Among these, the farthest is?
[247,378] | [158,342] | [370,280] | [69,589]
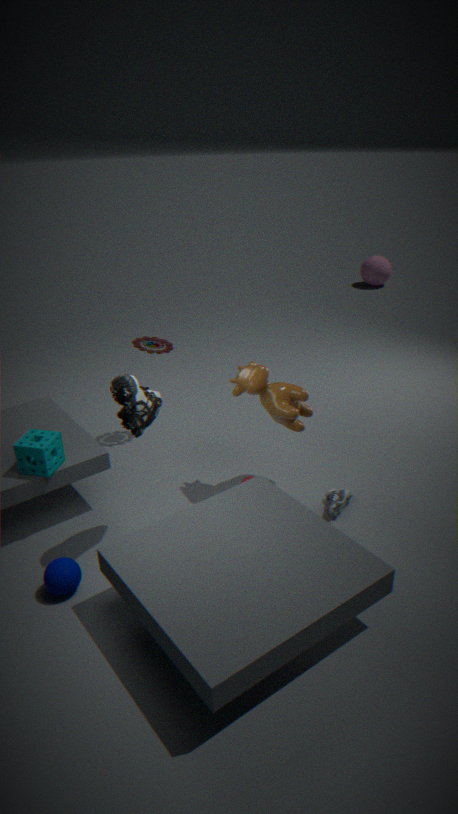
[370,280]
